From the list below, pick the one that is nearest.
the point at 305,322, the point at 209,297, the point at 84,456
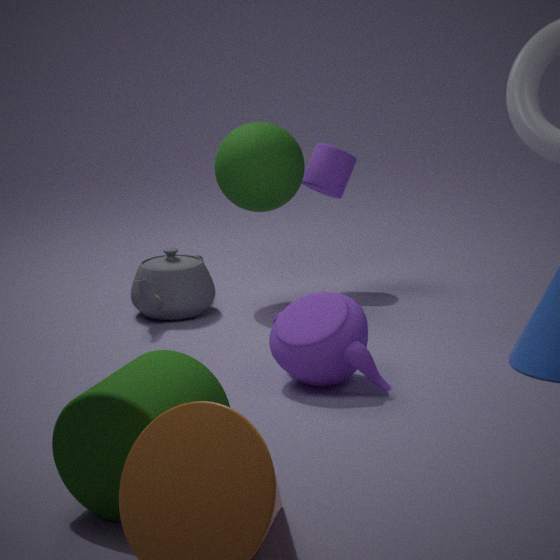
the point at 84,456
